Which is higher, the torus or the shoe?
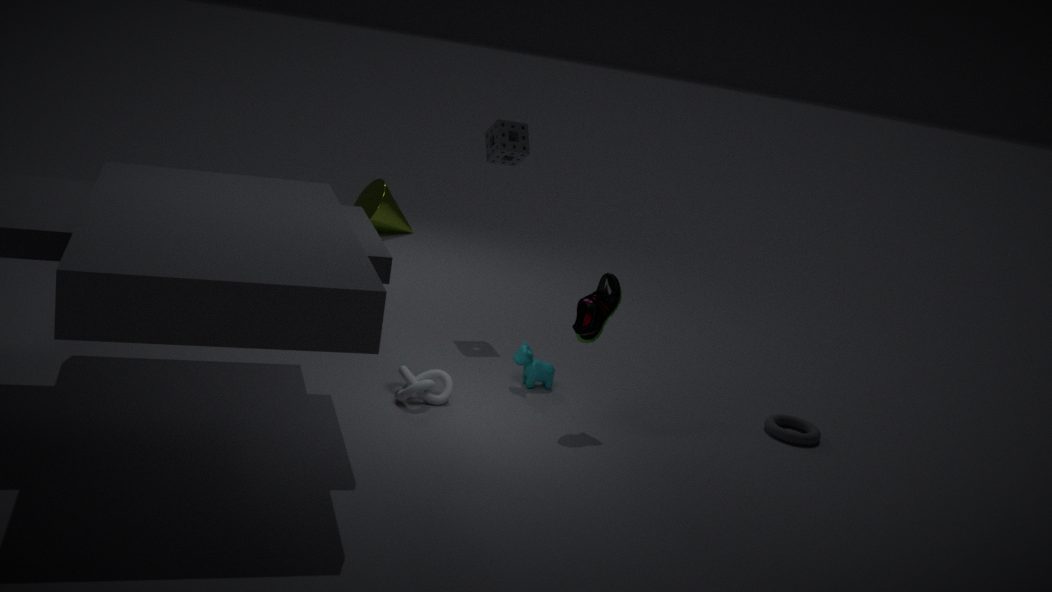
the shoe
